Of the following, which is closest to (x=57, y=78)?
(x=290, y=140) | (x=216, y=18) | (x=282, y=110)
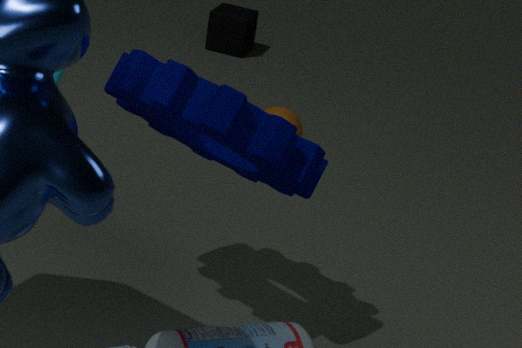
(x=290, y=140)
